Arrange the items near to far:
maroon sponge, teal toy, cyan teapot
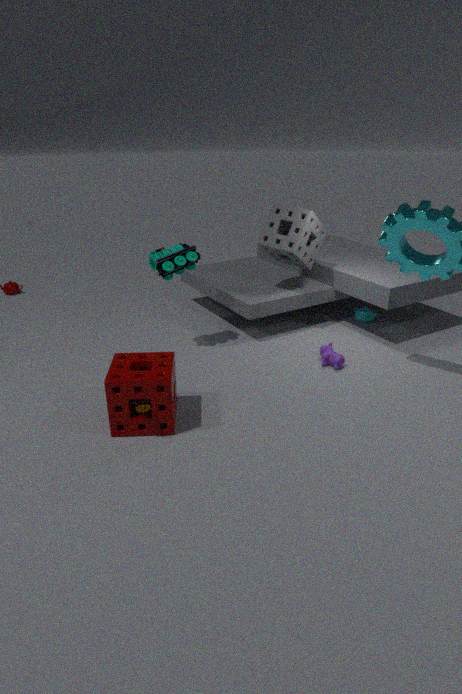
maroon sponge, teal toy, cyan teapot
